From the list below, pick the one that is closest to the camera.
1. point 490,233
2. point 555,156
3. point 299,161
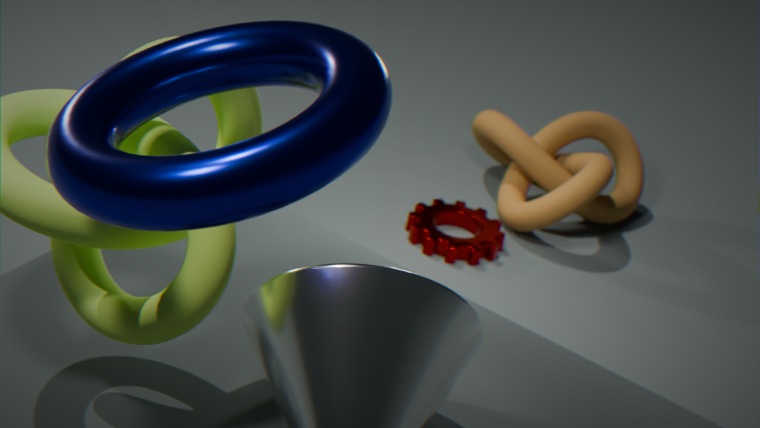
point 299,161
